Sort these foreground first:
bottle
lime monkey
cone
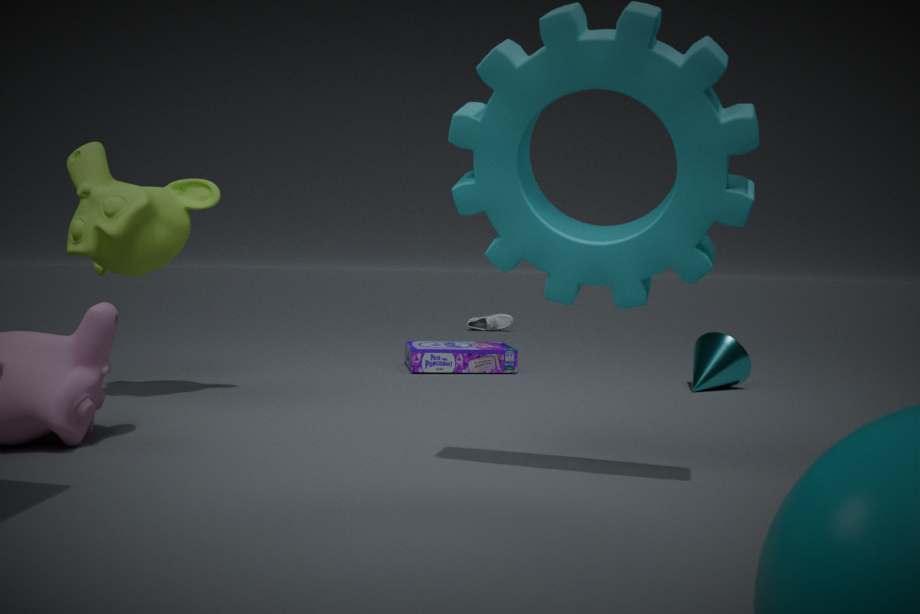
lime monkey < cone < bottle
